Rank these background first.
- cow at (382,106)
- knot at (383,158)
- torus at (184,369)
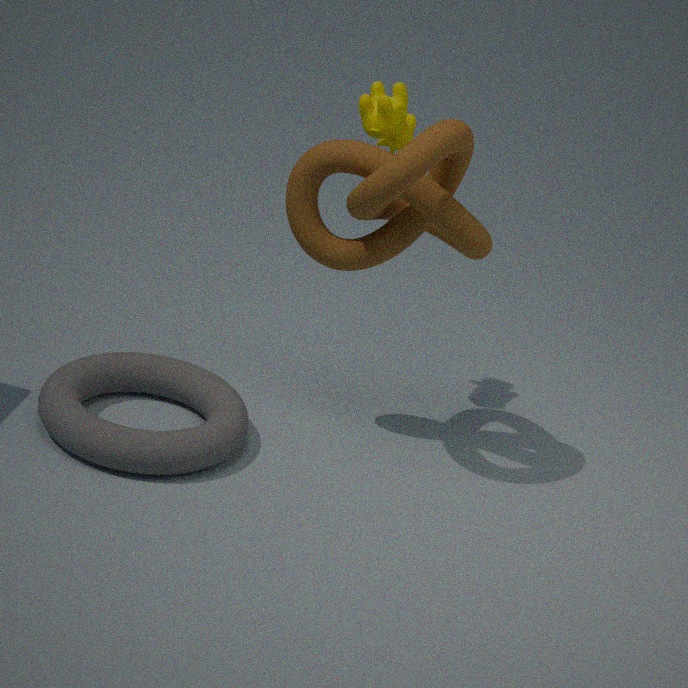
1. cow at (382,106)
2. torus at (184,369)
3. knot at (383,158)
